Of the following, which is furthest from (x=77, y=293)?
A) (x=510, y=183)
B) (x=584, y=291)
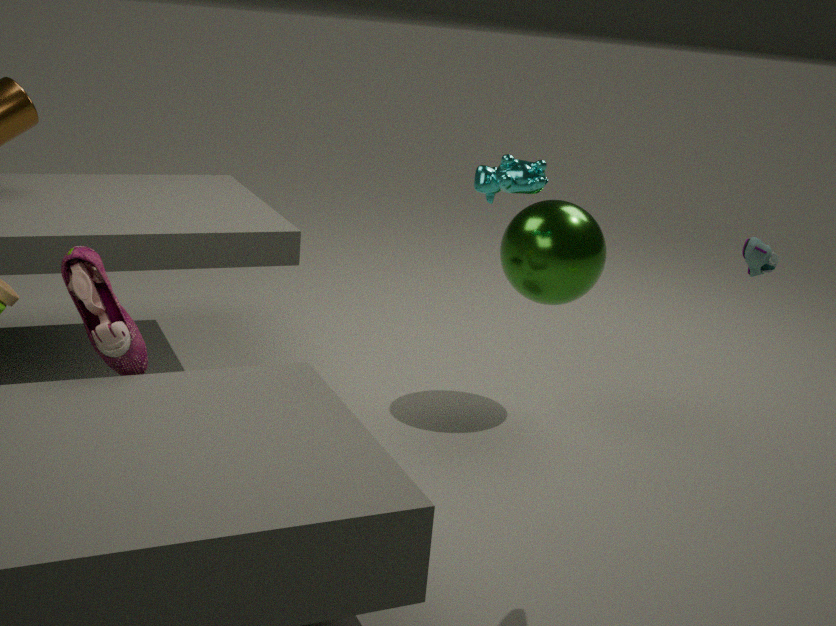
(x=584, y=291)
